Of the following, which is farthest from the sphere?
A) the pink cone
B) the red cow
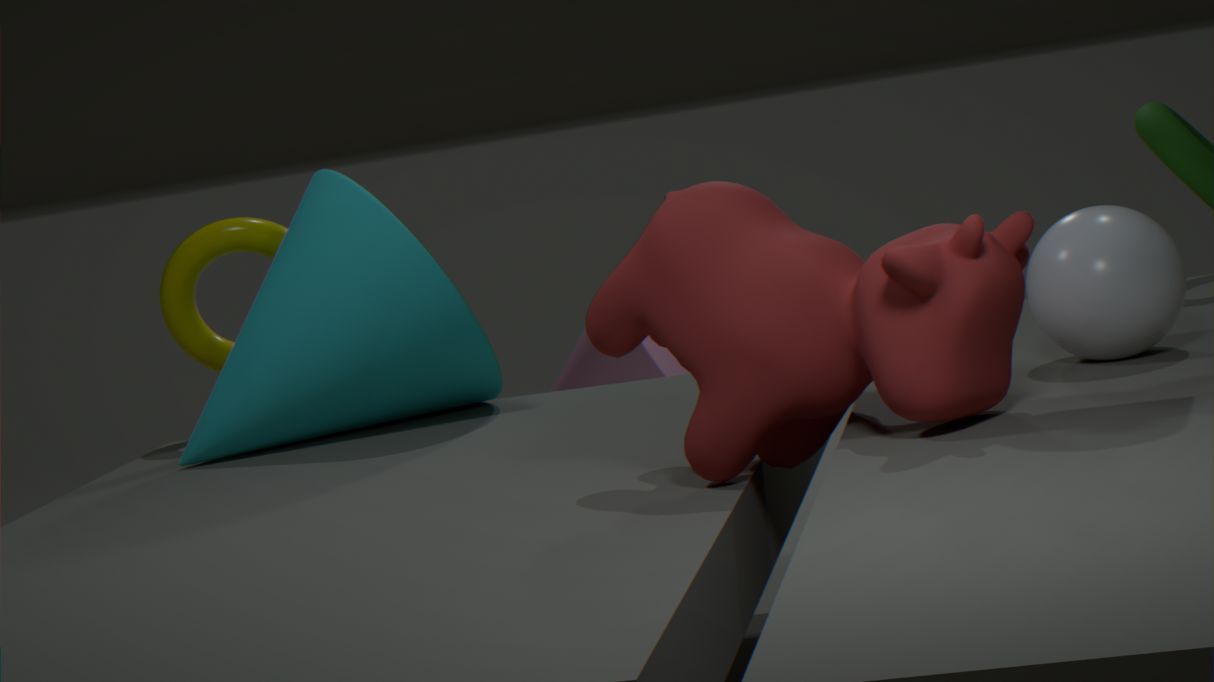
the pink cone
